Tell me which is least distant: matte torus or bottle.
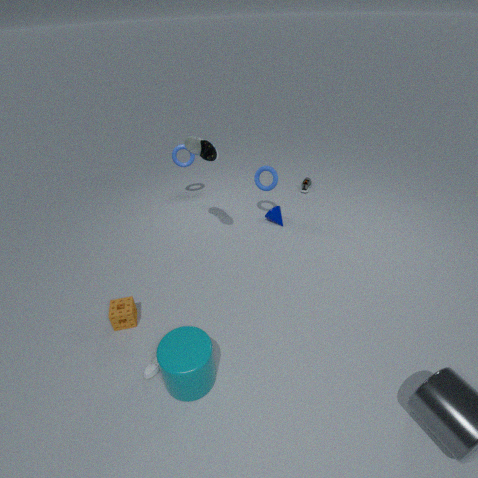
bottle
